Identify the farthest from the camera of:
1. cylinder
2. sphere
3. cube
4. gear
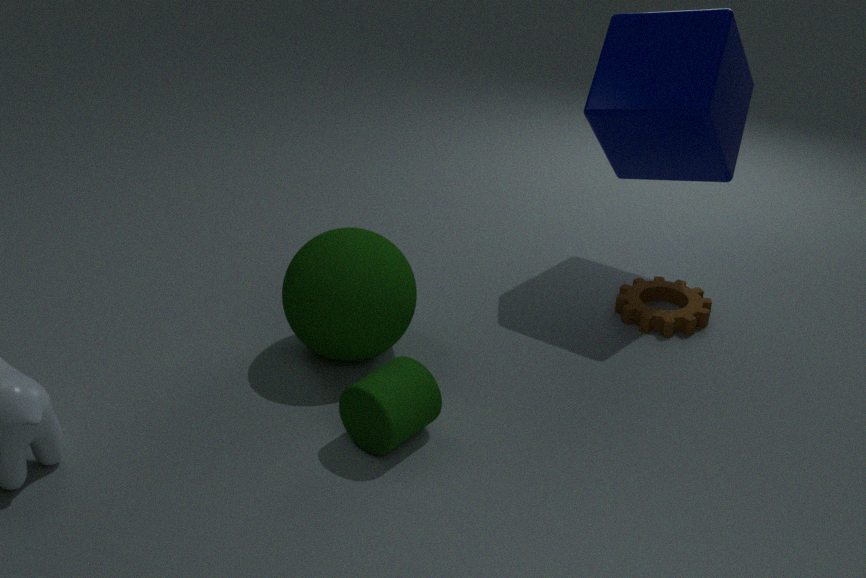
gear
